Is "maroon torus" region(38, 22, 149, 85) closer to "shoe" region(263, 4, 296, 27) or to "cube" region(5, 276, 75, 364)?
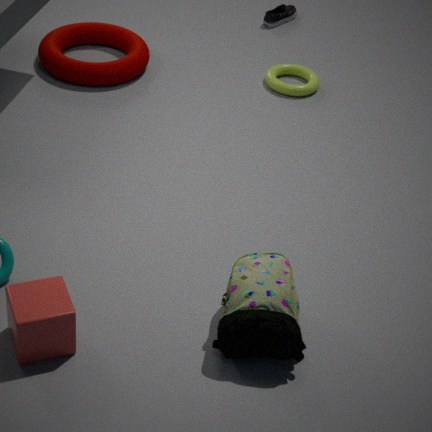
"shoe" region(263, 4, 296, 27)
